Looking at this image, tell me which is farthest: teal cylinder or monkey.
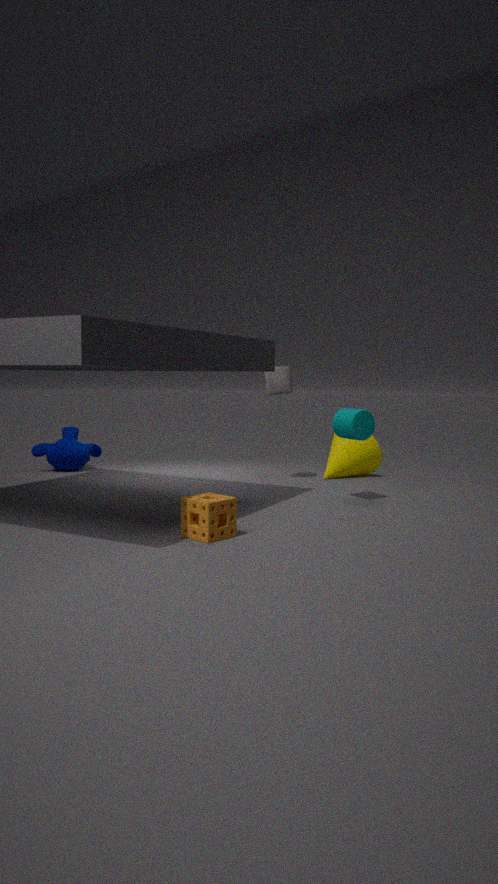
monkey
